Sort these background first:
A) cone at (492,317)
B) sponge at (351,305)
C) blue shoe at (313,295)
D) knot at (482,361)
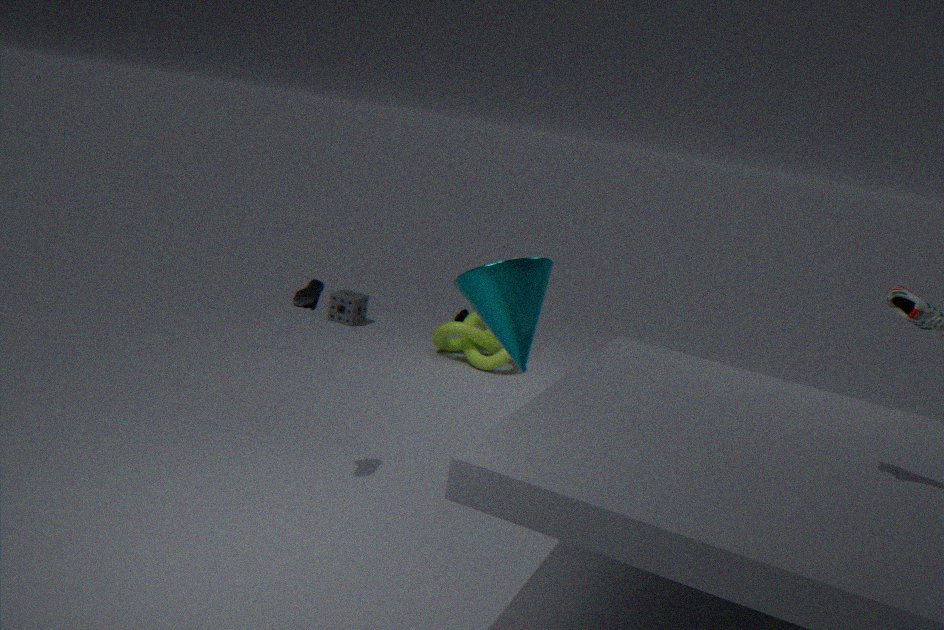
sponge at (351,305) → knot at (482,361) → cone at (492,317) → blue shoe at (313,295)
